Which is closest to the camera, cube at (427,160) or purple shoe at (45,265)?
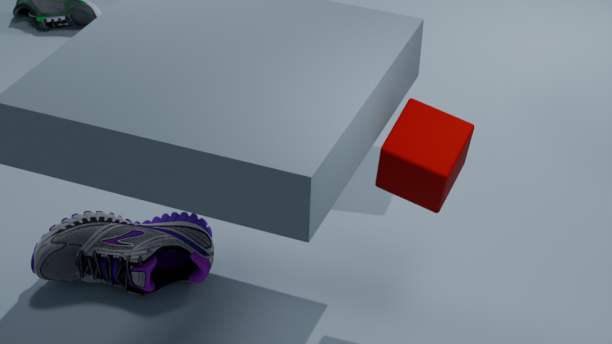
cube at (427,160)
